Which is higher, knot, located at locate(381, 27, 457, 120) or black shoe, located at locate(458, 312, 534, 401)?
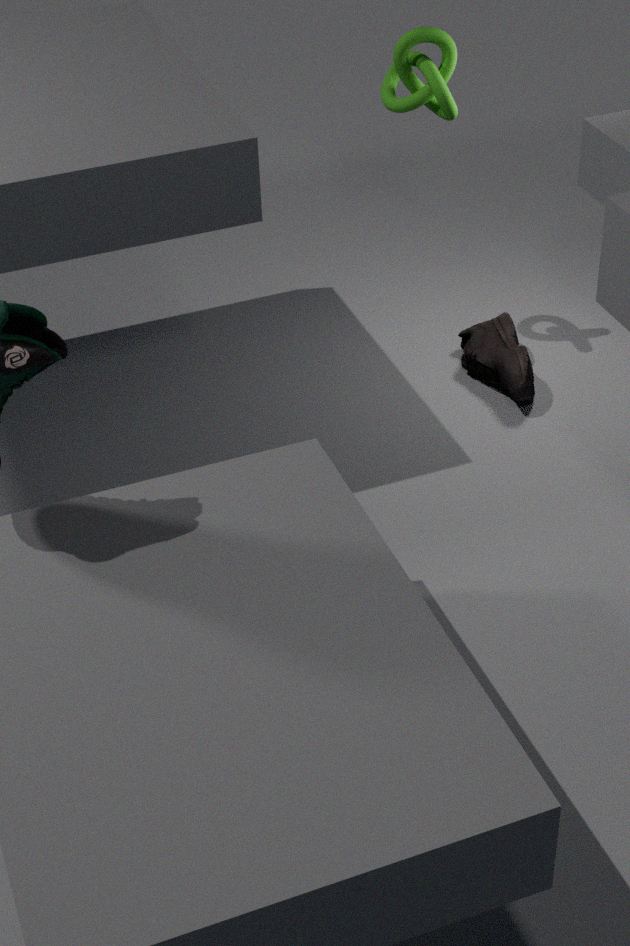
knot, located at locate(381, 27, 457, 120)
